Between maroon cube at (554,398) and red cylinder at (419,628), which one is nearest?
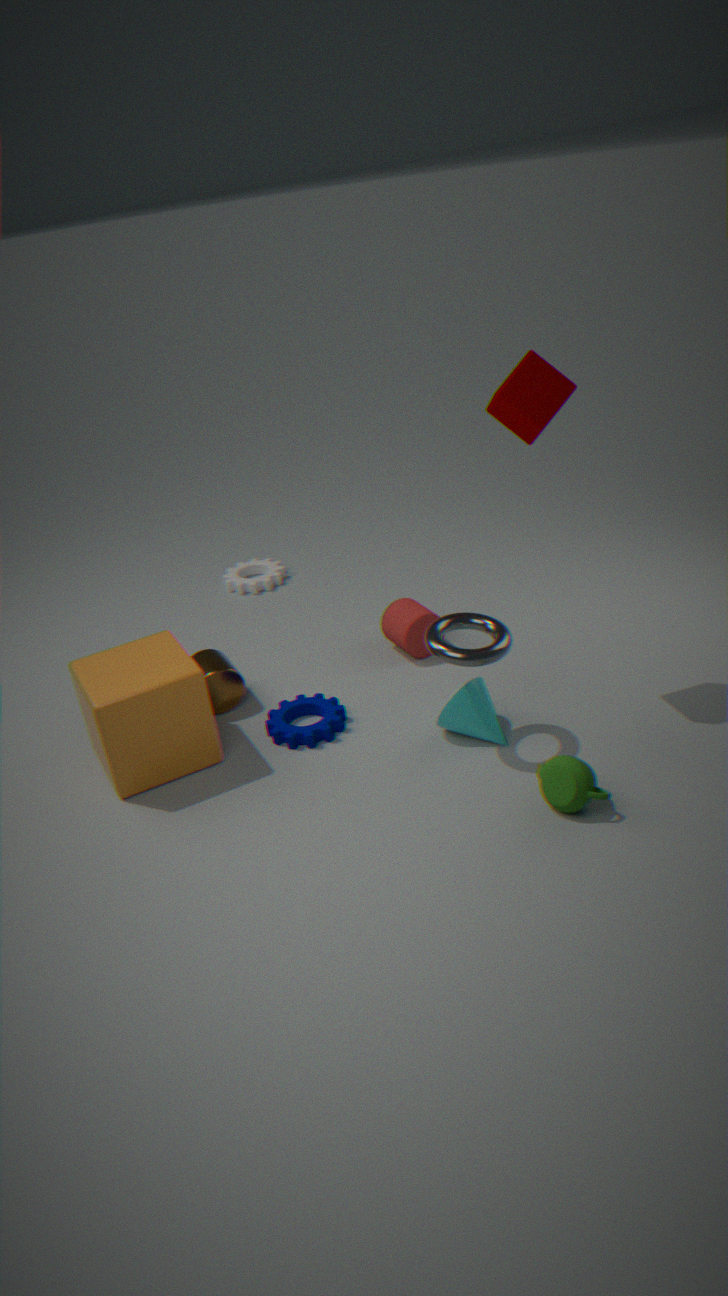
maroon cube at (554,398)
